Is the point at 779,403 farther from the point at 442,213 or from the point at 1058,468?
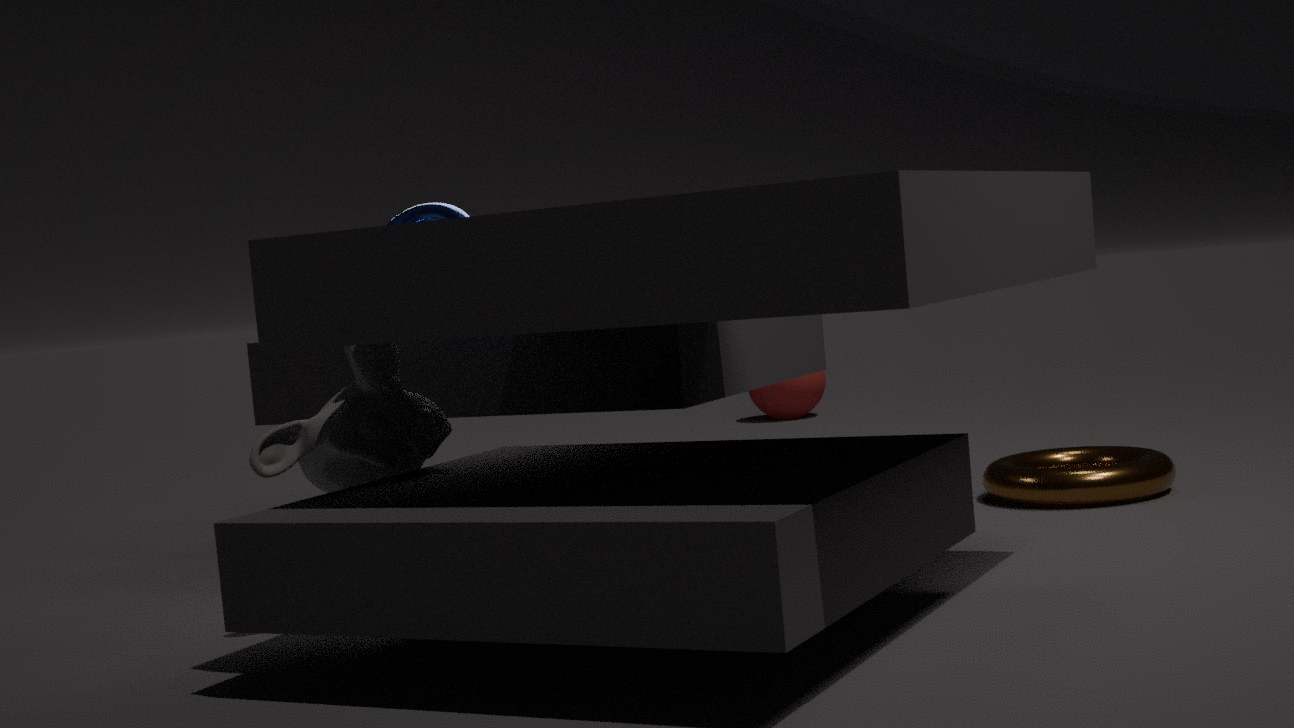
the point at 442,213
